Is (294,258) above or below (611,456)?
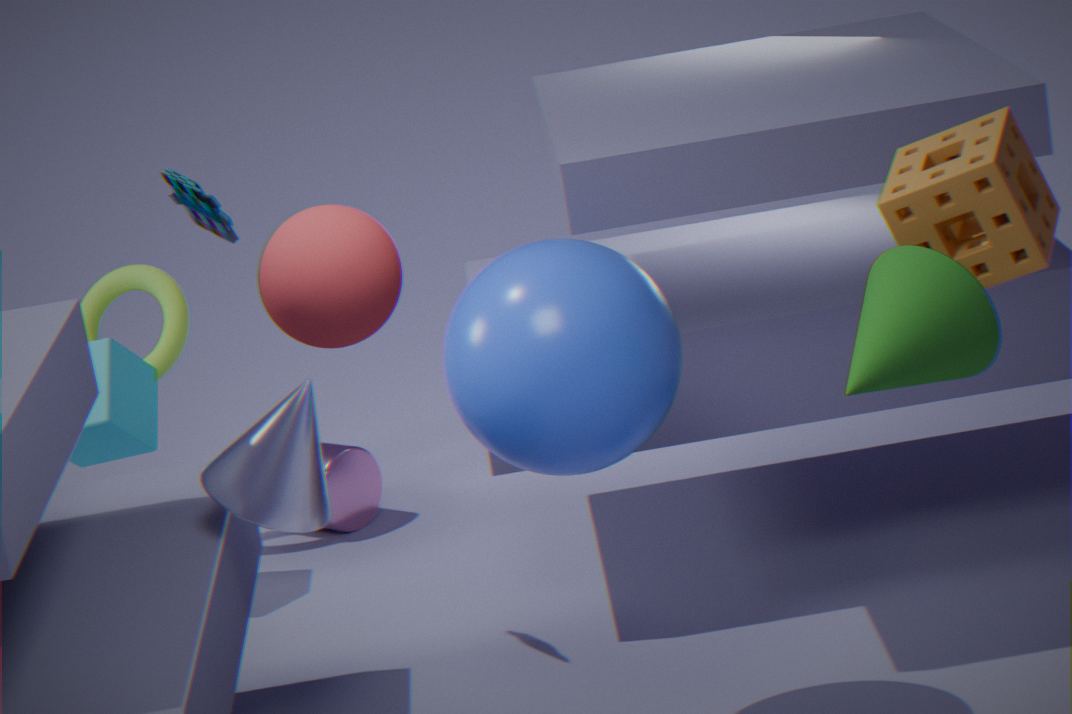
above
